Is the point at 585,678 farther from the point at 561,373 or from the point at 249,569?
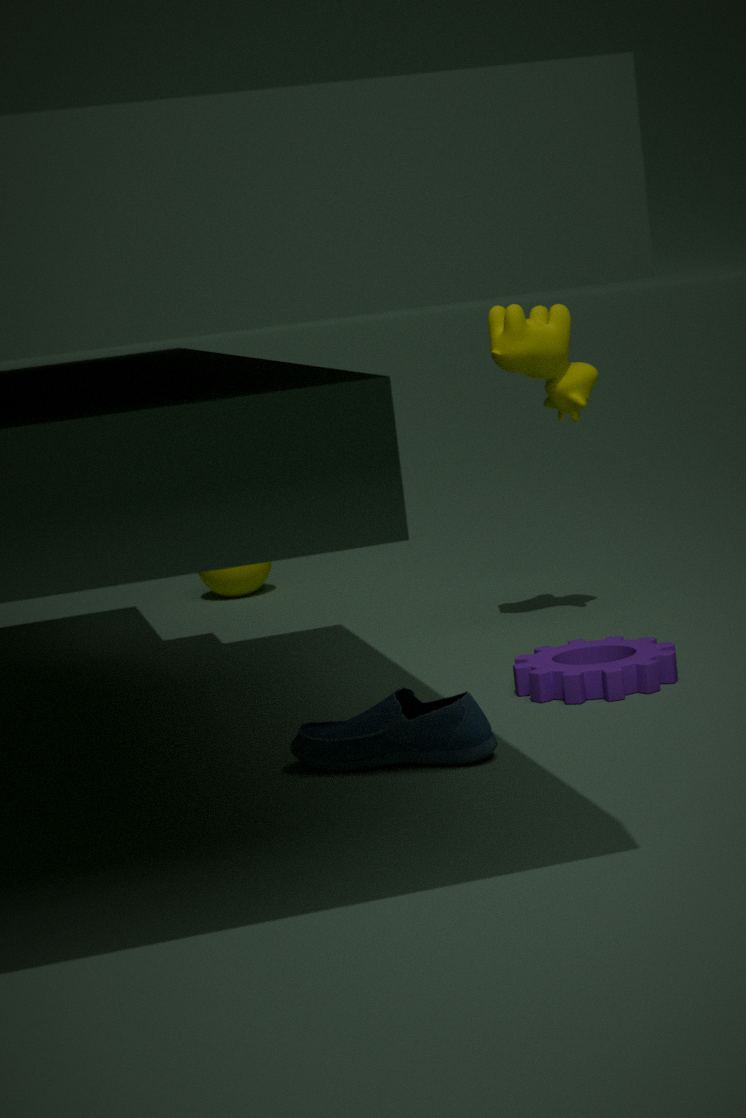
the point at 249,569
